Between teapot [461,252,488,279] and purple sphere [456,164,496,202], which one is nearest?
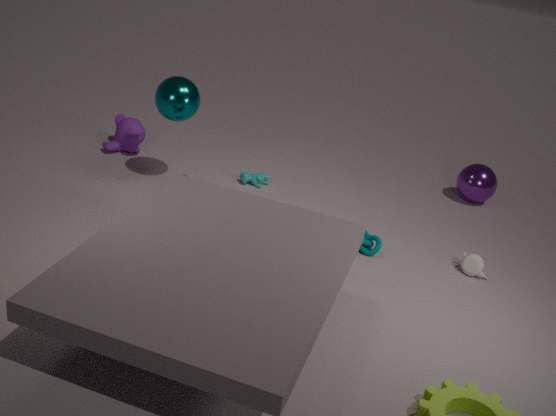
teapot [461,252,488,279]
